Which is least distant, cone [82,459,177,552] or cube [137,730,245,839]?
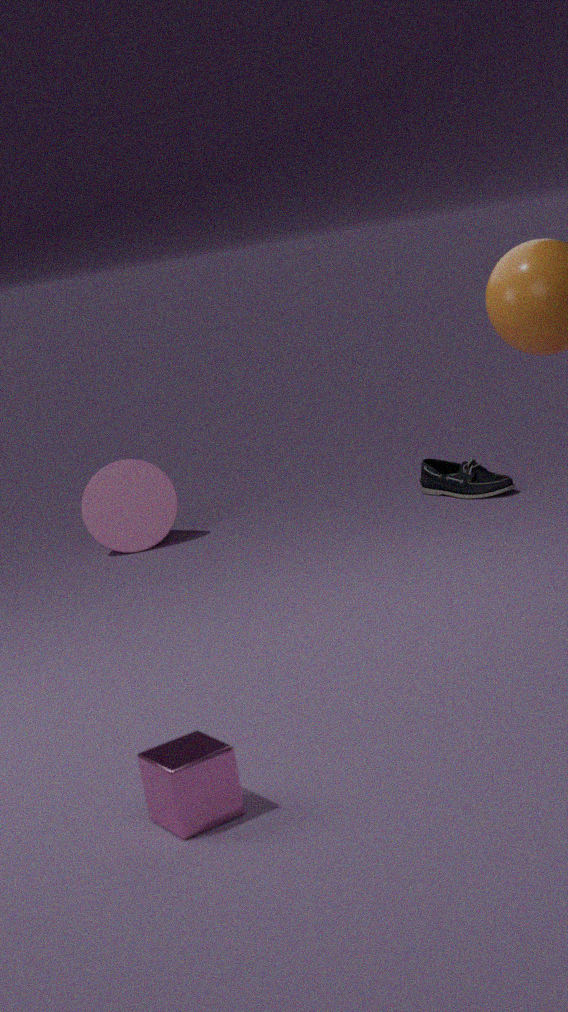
cube [137,730,245,839]
